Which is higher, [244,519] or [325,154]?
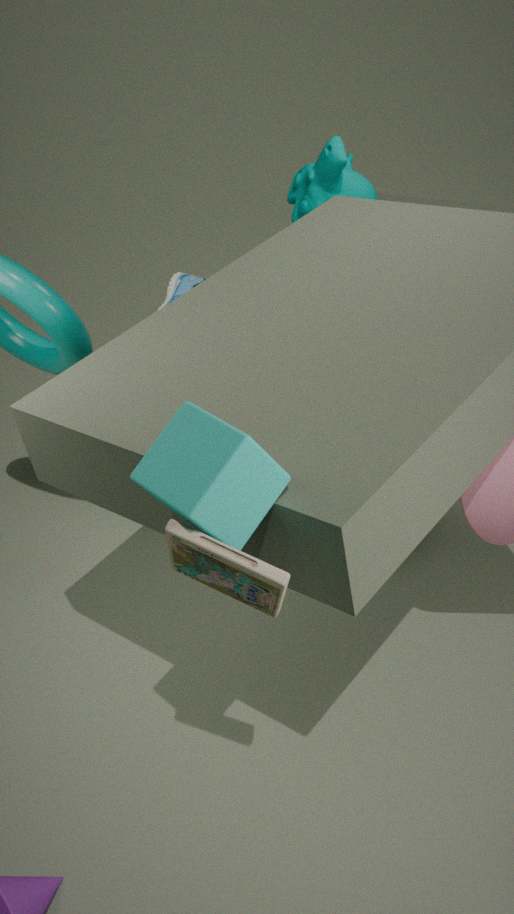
[244,519]
